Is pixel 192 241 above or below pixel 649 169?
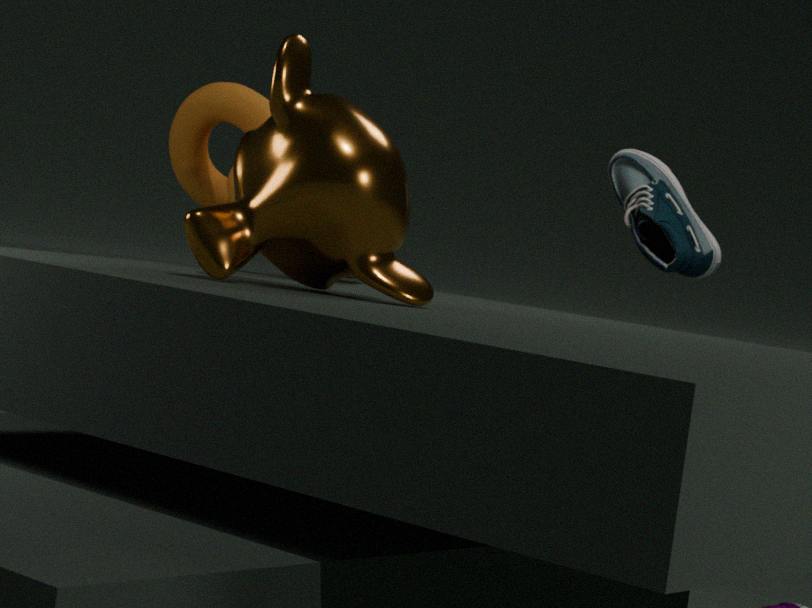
below
